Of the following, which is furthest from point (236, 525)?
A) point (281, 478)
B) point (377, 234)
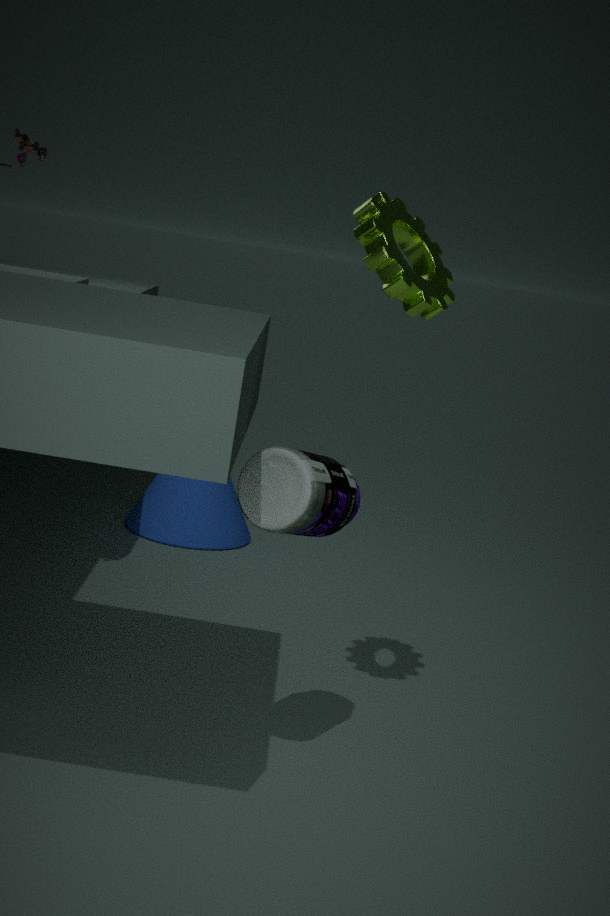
point (377, 234)
